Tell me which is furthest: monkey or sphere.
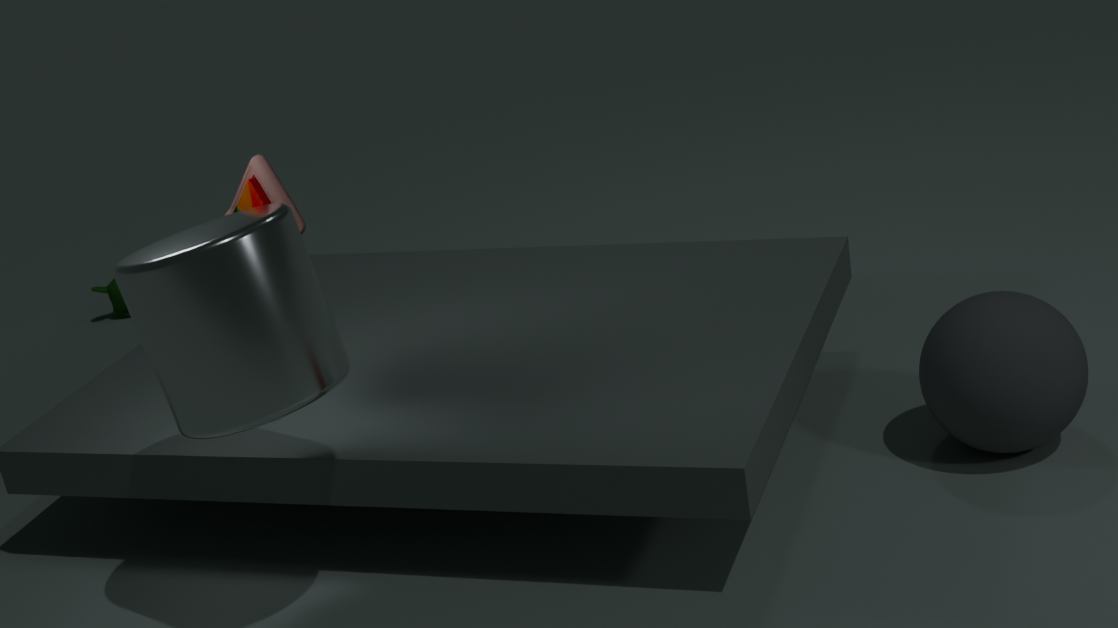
monkey
